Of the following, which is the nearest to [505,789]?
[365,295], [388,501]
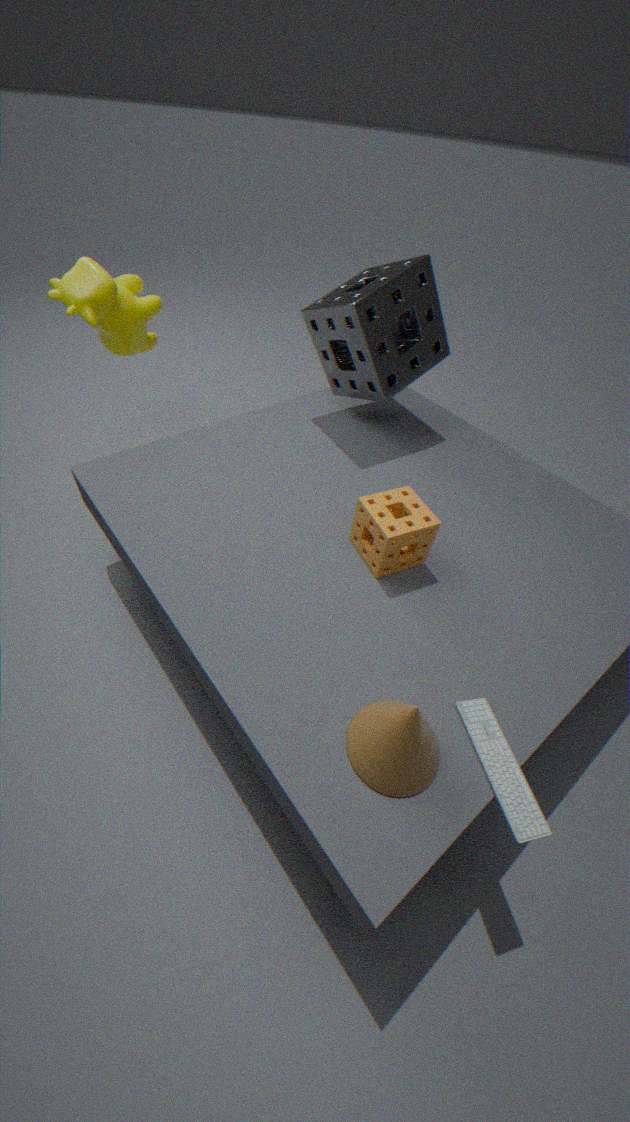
[388,501]
